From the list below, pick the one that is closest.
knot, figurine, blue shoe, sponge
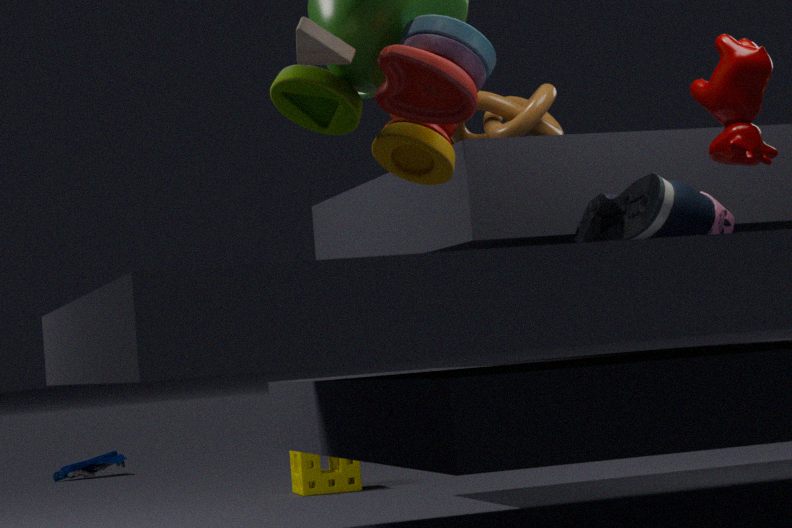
blue shoe
